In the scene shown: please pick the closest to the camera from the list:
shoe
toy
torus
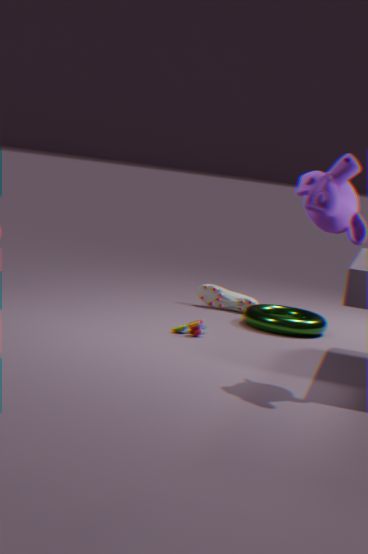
toy
